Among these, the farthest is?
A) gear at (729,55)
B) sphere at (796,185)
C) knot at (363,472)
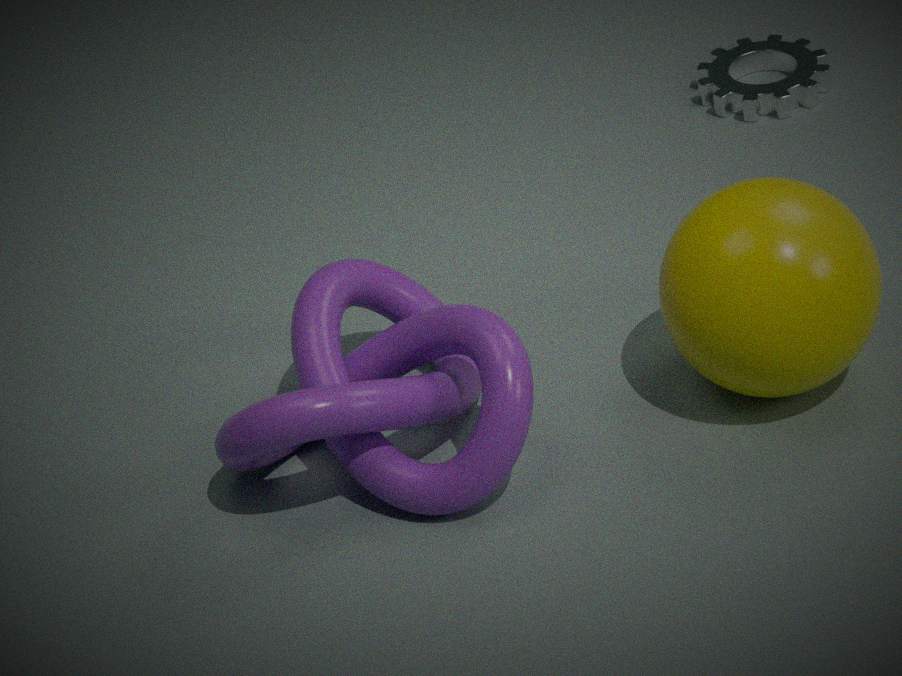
gear at (729,55)
